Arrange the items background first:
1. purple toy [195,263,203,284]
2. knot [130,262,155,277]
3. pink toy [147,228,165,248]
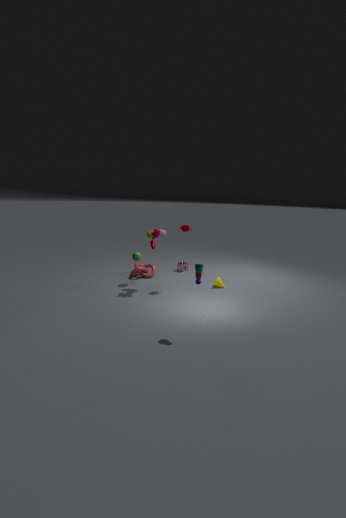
knot [130,262,155,277] < pink toy [147,228,165,248] < purple toy [195,263,203,284]
